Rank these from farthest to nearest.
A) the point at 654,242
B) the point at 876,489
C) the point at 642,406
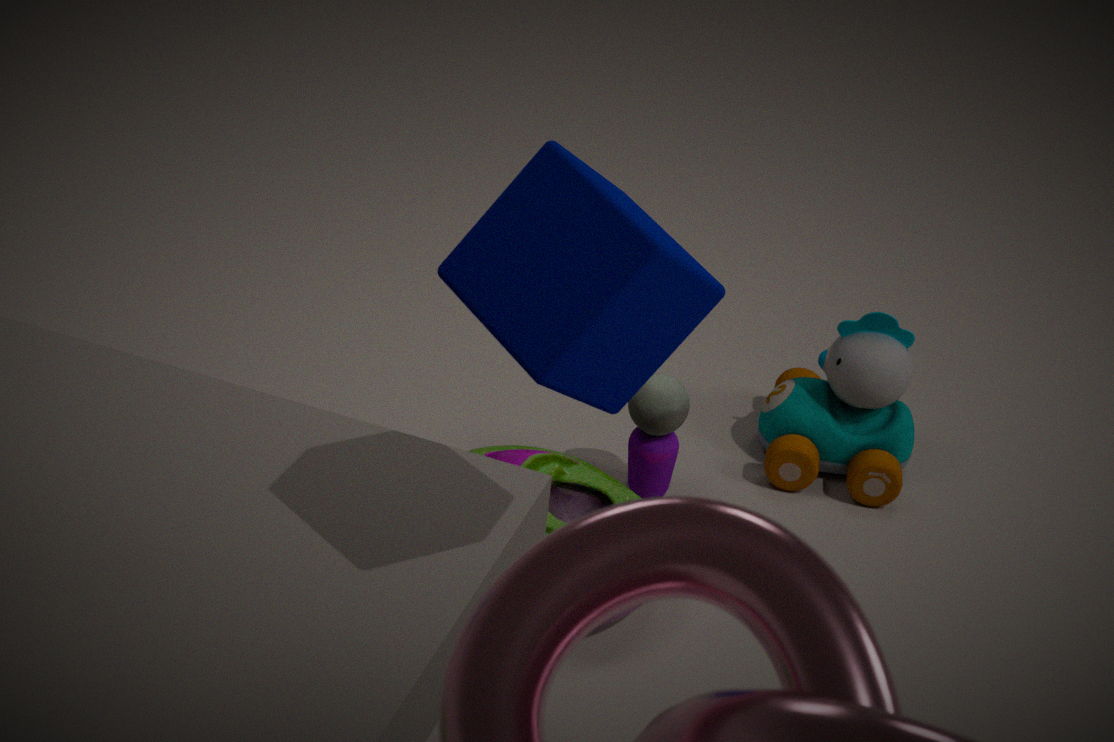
the point at 876,489
the point at 642,406
the point at 654,242
